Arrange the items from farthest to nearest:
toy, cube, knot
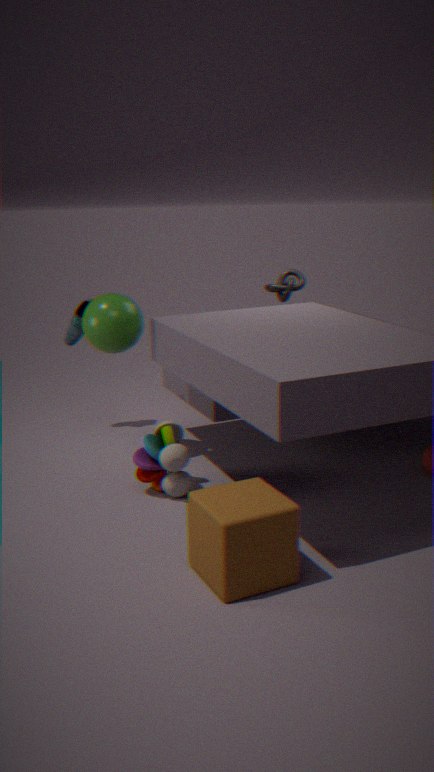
knot → toy → cube
